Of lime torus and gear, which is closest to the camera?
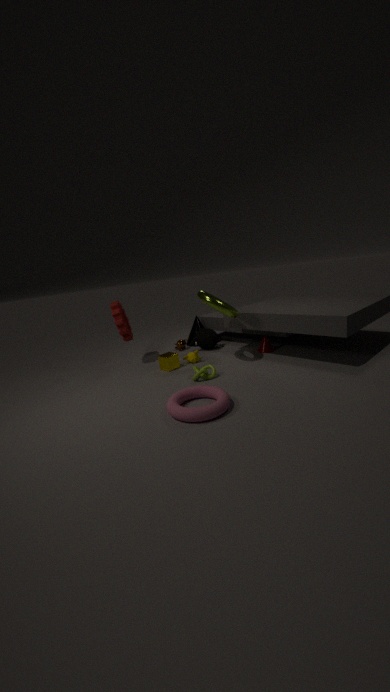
lime torus
